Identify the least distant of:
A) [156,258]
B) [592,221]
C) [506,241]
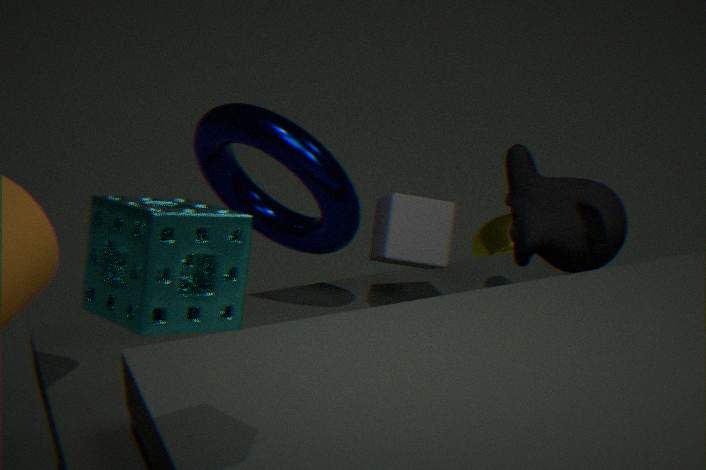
[156,258]
